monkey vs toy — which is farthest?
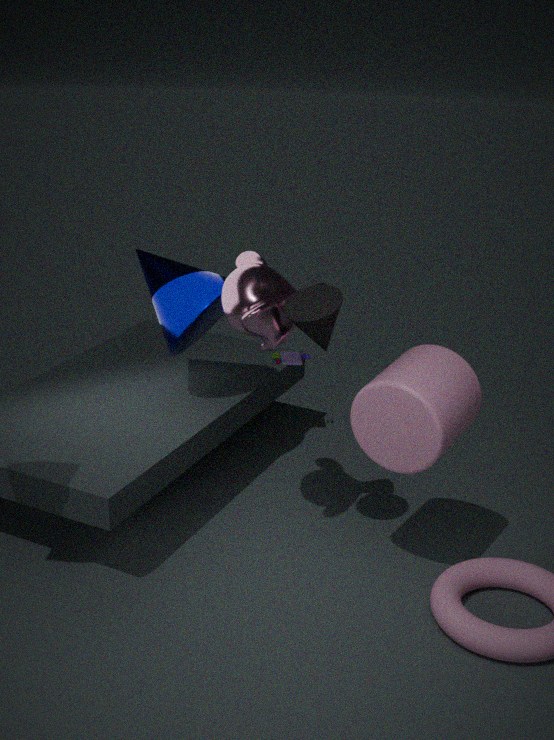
toy
